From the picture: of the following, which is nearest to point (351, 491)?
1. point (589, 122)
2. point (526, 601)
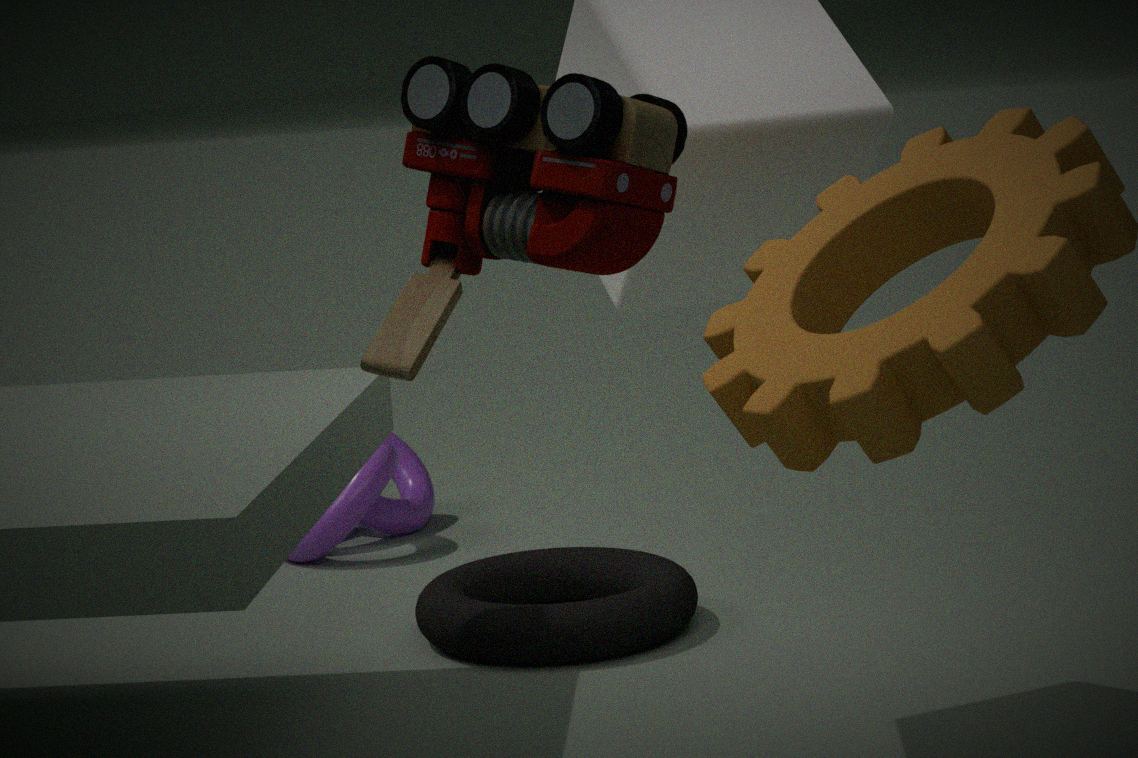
point (526, 601)
